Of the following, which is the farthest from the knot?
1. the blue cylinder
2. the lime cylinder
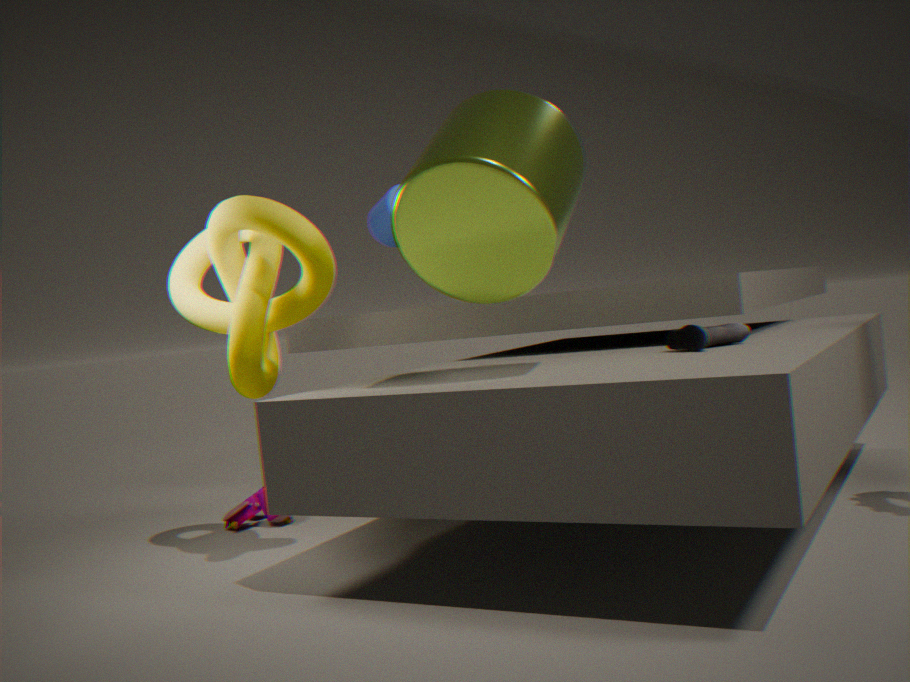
the blue cylinder
